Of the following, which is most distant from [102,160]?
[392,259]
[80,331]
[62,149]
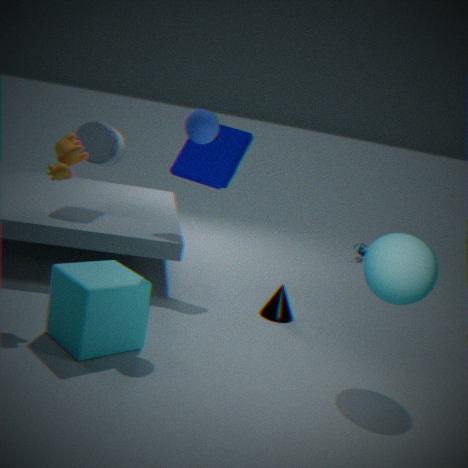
[392,259]
